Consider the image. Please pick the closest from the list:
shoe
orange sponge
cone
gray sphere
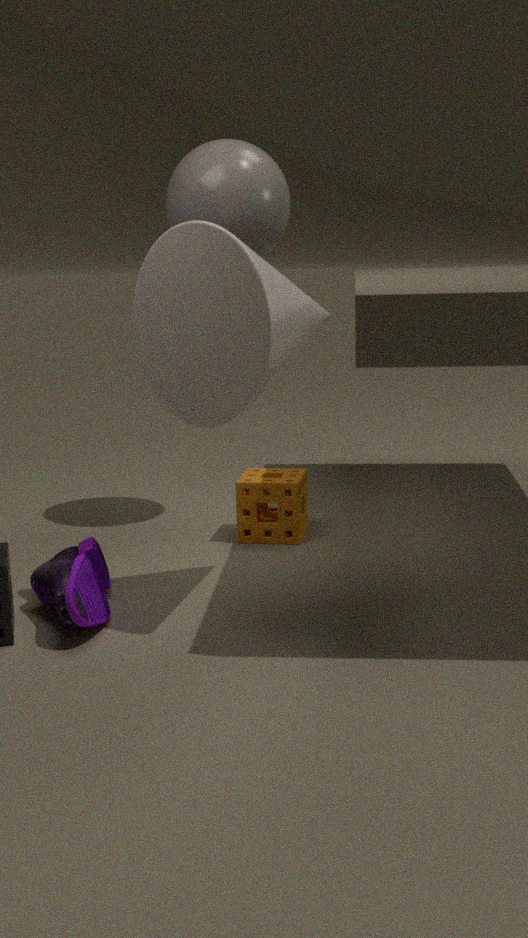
cone
